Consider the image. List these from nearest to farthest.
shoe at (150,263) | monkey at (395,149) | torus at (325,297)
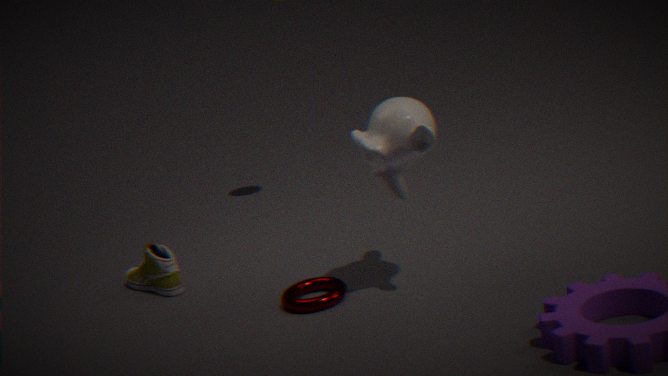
monkey at (395,149) < torus at (325,297) < shoe at (150,263)
